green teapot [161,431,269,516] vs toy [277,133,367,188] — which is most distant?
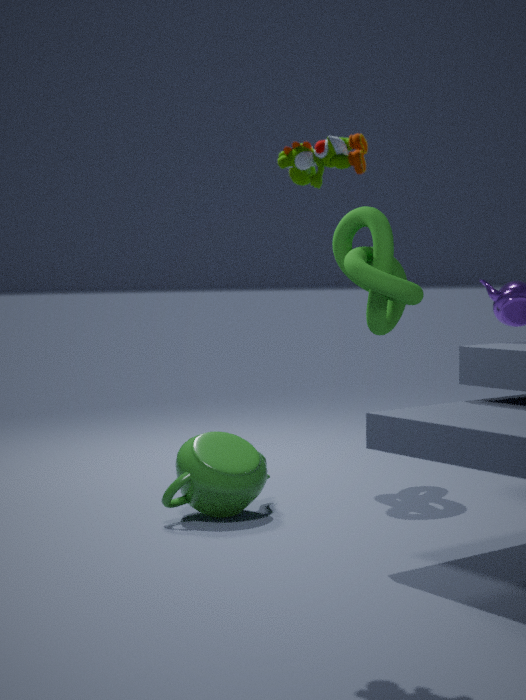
green teapot [161,431,269,516]
